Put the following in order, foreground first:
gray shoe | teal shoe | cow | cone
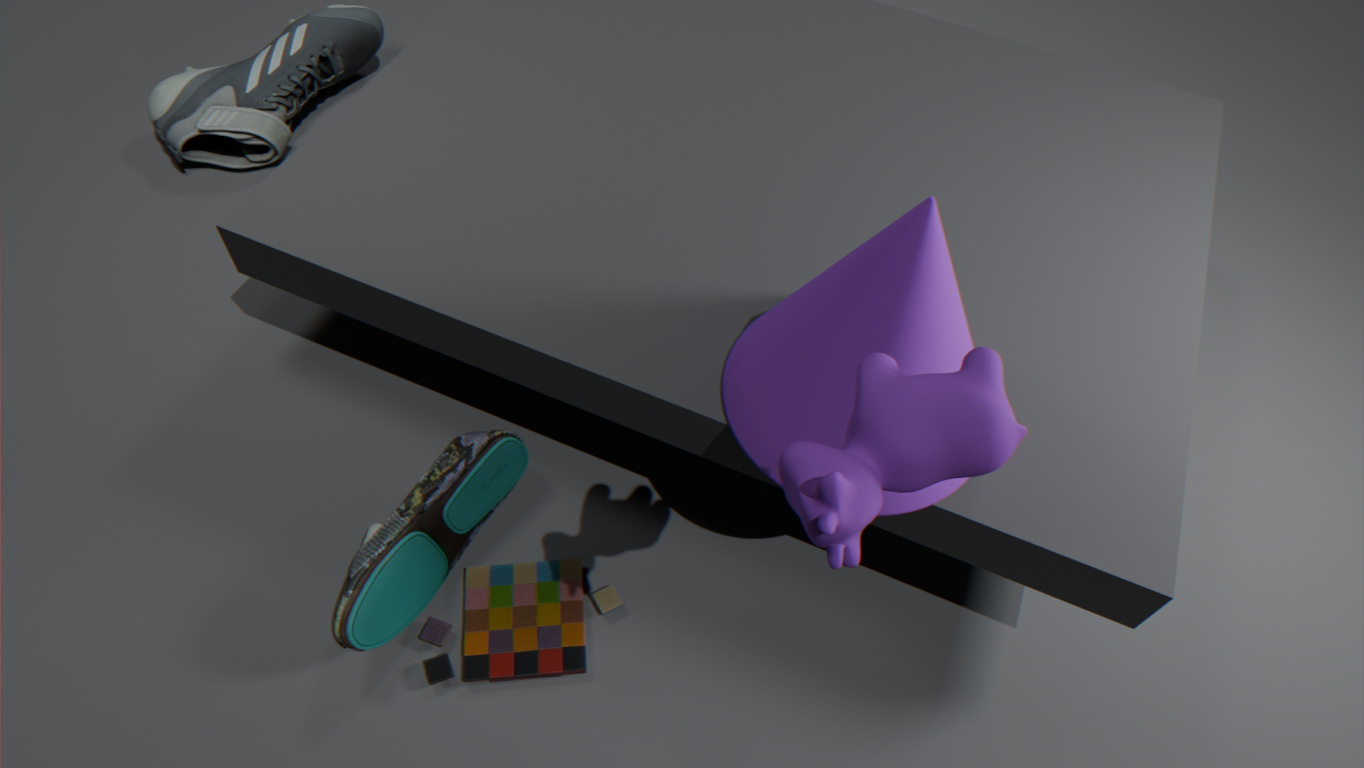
cow, cone, teal shoe, gray shoe
